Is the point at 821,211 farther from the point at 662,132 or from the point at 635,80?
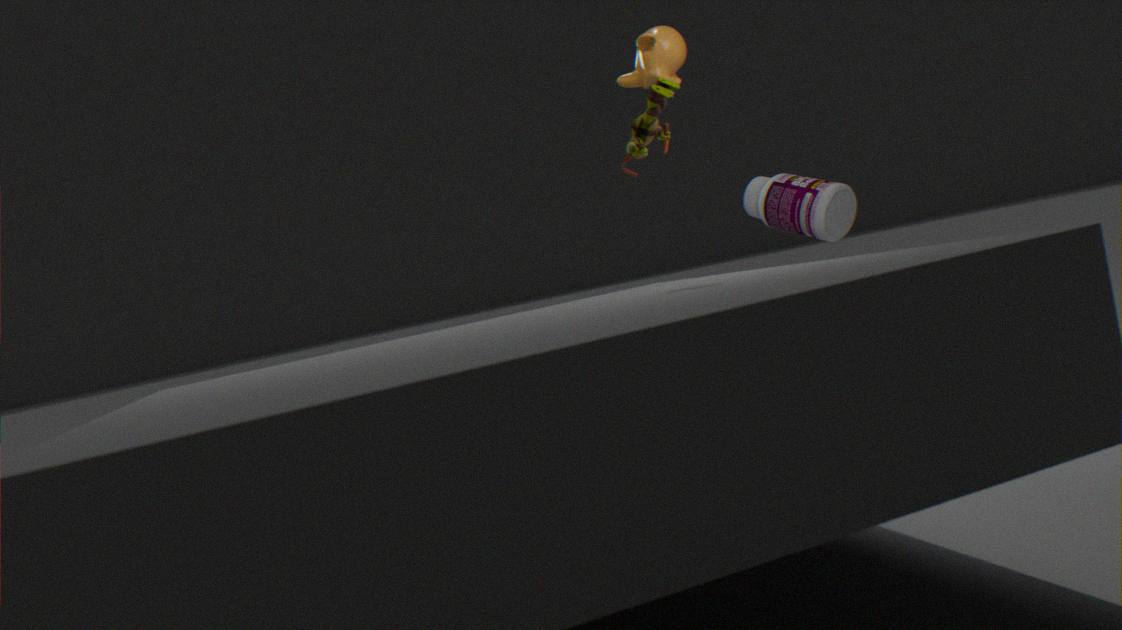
the point at 662,132
